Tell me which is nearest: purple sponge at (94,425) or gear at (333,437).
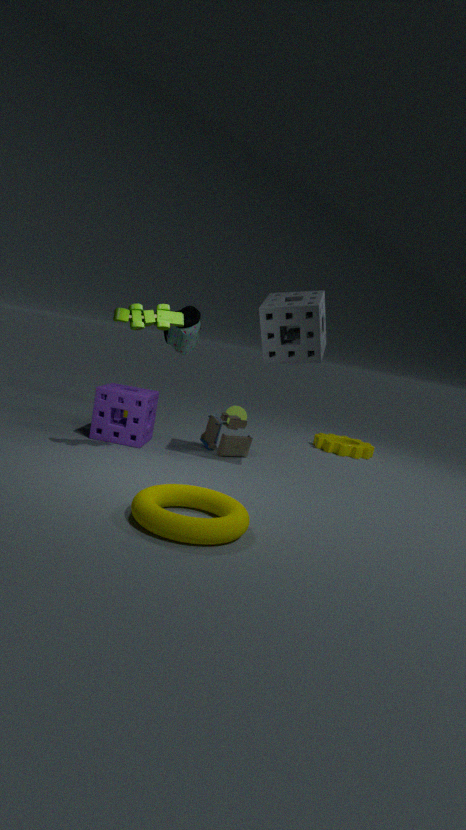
purple sponge at (94,425)
